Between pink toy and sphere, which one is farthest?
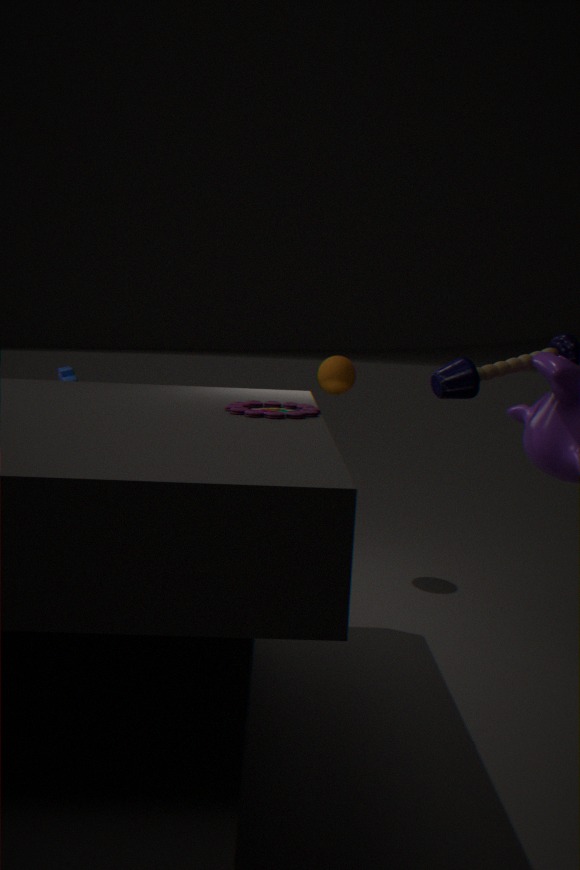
sphere
